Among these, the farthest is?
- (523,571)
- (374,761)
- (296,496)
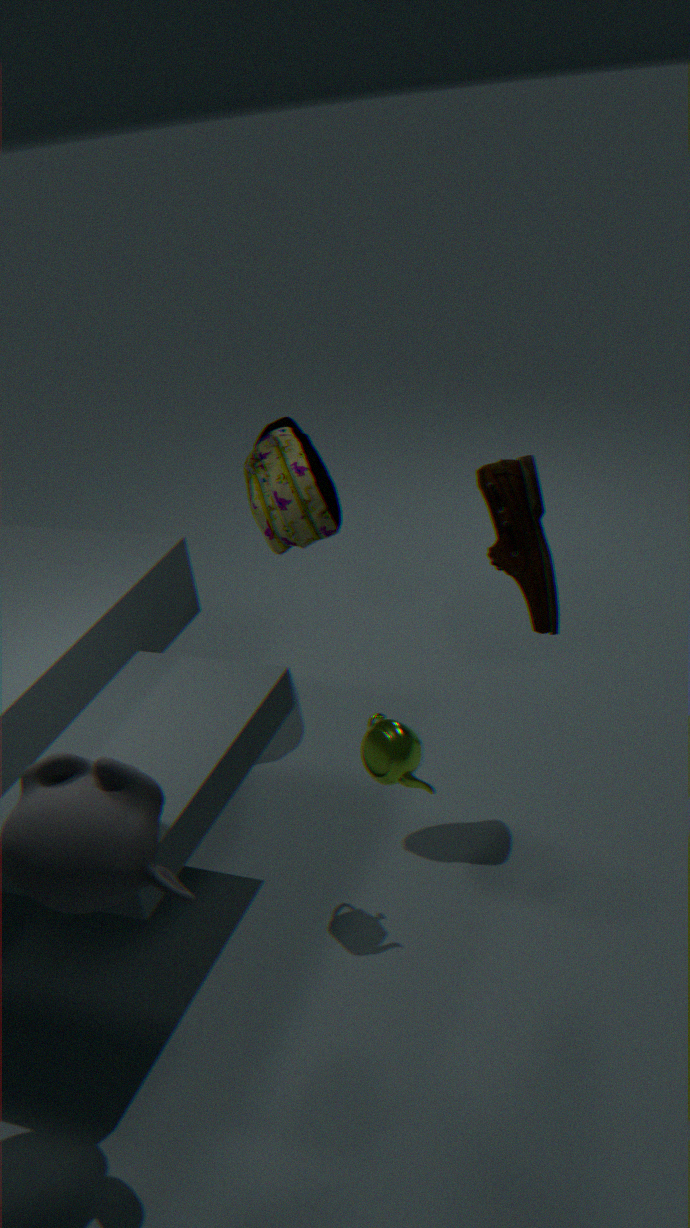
(296,496)
